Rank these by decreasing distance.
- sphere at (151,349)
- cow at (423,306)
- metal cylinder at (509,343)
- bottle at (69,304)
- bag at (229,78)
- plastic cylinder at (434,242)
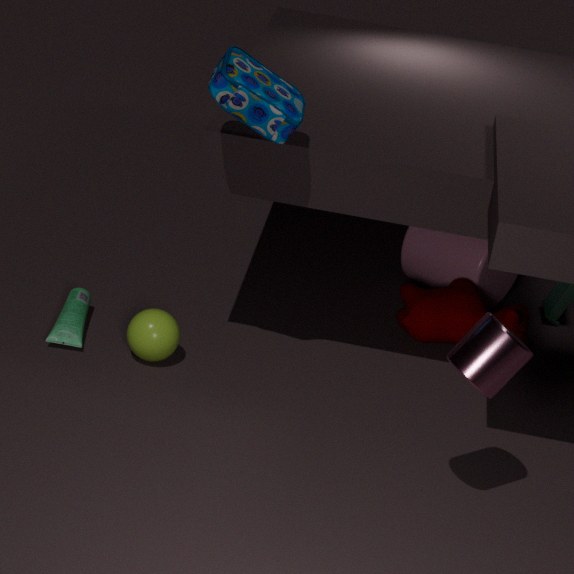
plastic cylinder at (434,242) < cow at (423,306) < bottle at (69,304) < sphere at (151,349) < bag at (229,78) < metal cylinder at (509,343)
